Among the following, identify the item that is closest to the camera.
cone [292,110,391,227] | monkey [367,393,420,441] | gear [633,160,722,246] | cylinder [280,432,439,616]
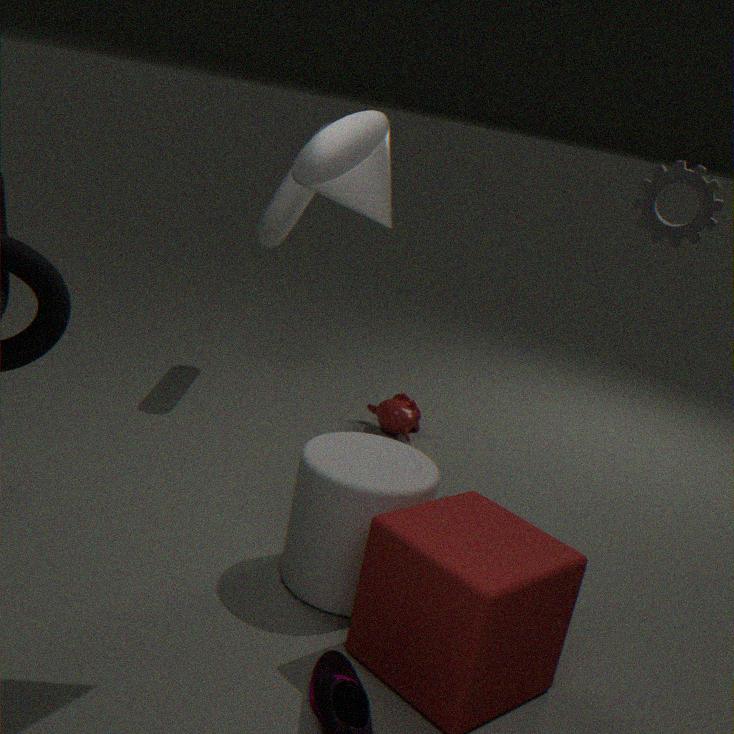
cone [292,110,391,227]
